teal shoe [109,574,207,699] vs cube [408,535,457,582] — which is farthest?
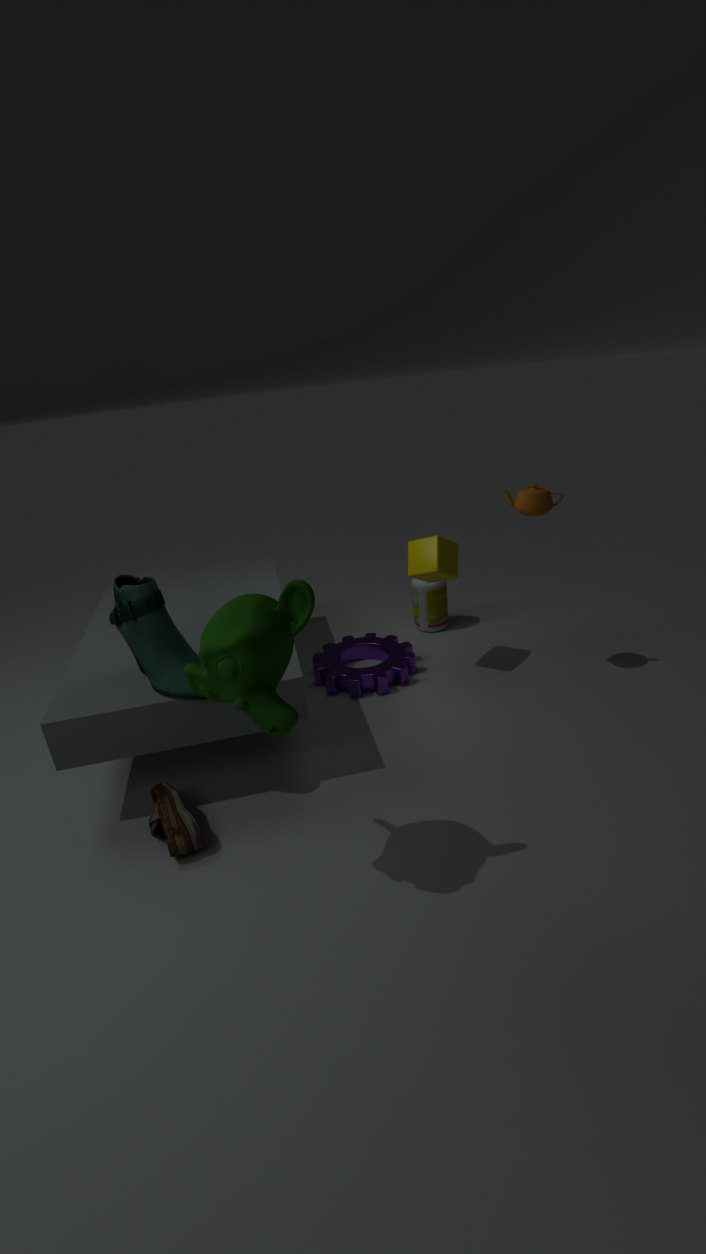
cube [408,535,457,582]
